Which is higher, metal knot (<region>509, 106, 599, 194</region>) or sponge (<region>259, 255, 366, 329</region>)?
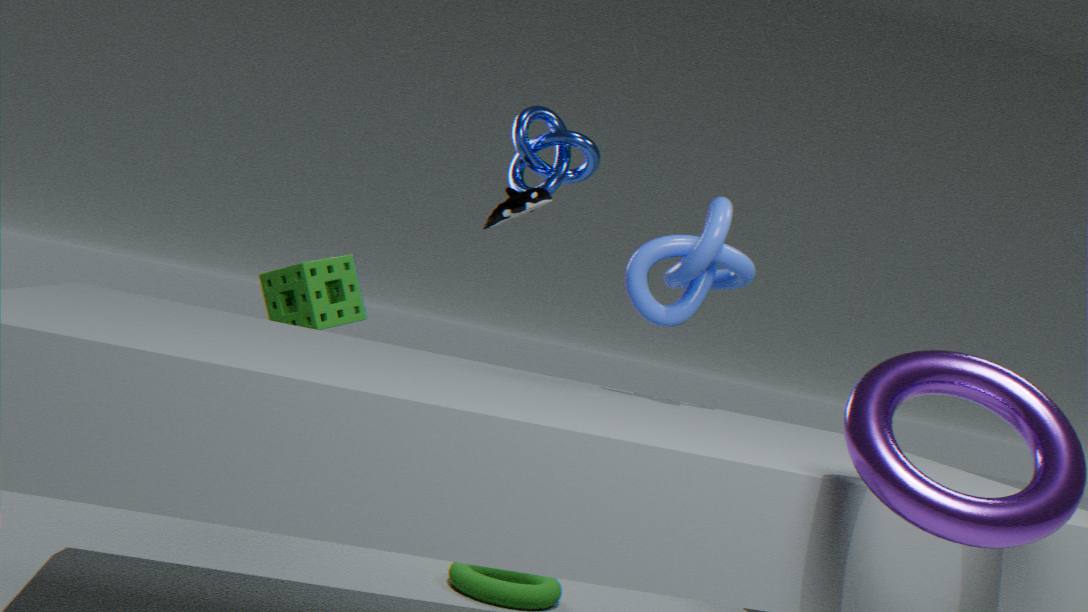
metal knot (<region>509, 106, 599, 194</region>)
